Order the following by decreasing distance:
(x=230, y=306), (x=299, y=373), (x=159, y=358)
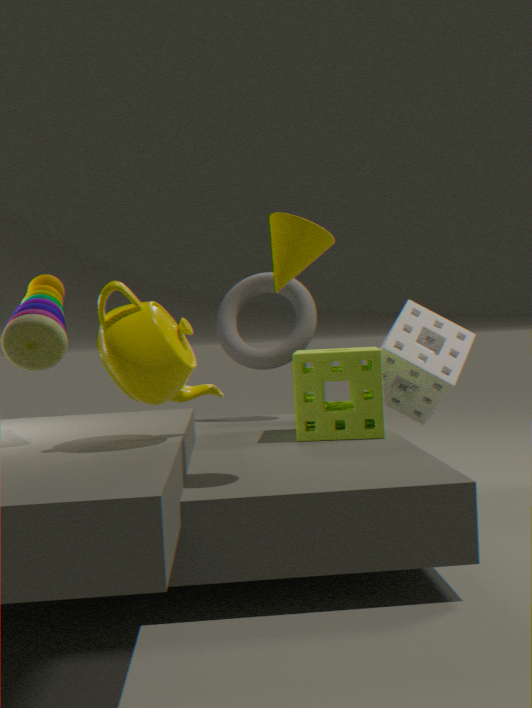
(x=230, y=306) < (x=299, y=373) < (x=159, y=358)
